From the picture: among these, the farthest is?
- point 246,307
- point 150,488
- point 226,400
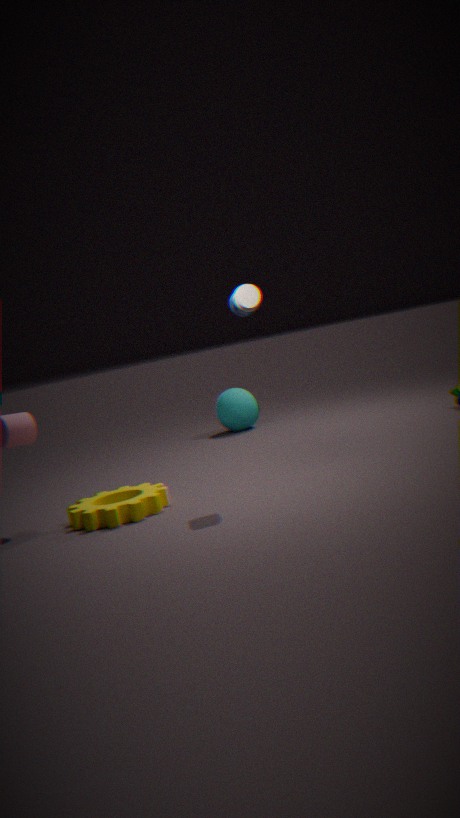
point 226,400
